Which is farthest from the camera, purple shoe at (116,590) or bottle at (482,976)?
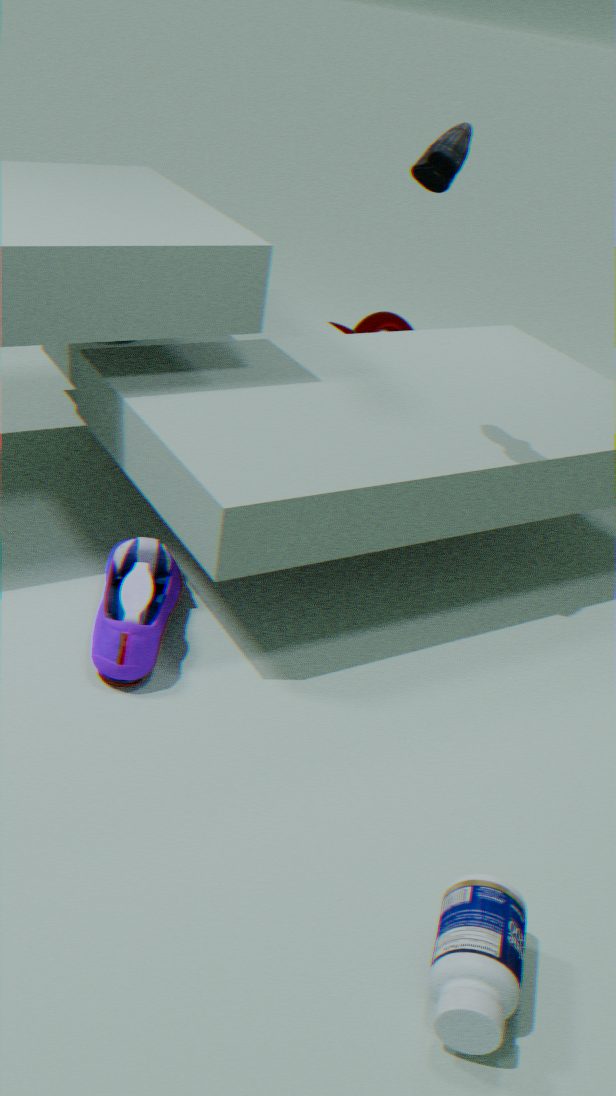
purple shoe at (116,590)
